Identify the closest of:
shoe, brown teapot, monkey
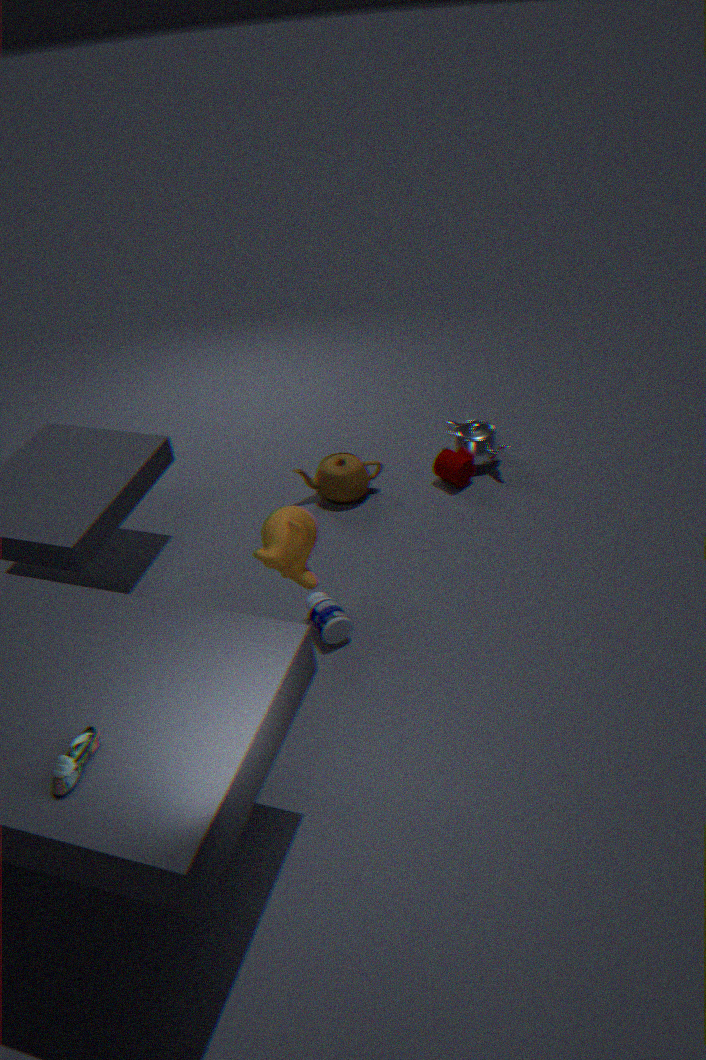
shoe
